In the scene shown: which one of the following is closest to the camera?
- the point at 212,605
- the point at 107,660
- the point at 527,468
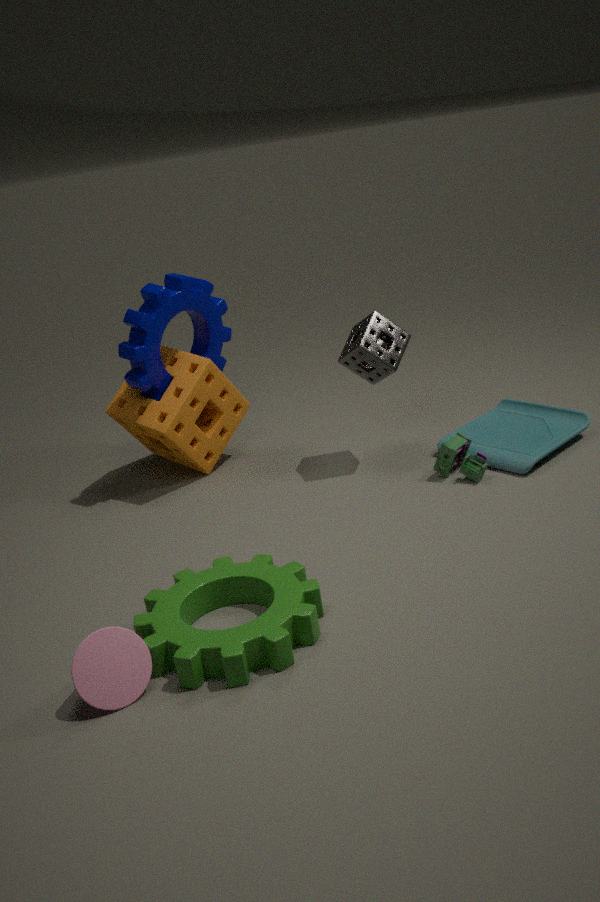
the point at 107,660
